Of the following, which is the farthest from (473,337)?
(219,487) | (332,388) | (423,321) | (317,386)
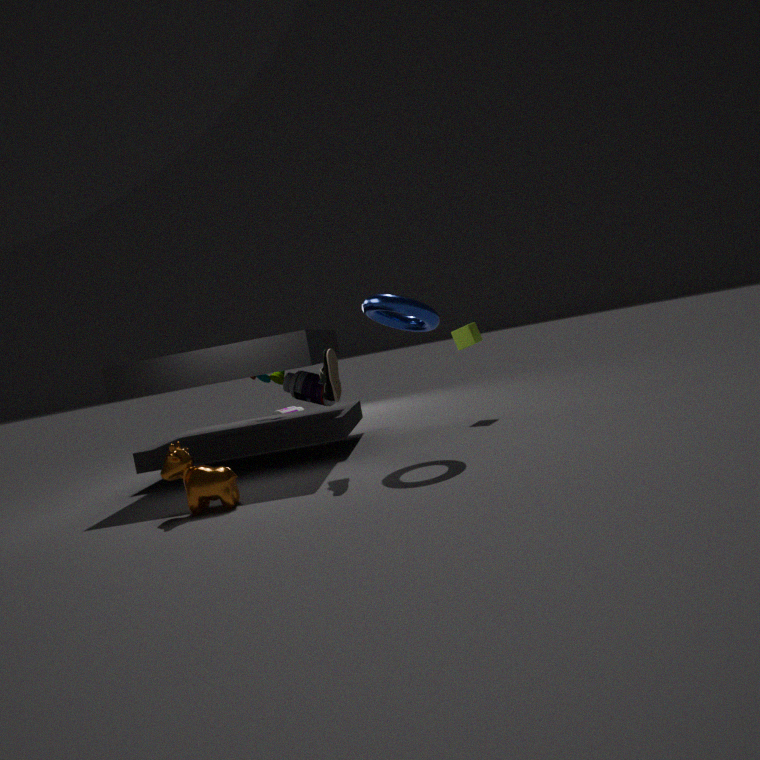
(219,487)
